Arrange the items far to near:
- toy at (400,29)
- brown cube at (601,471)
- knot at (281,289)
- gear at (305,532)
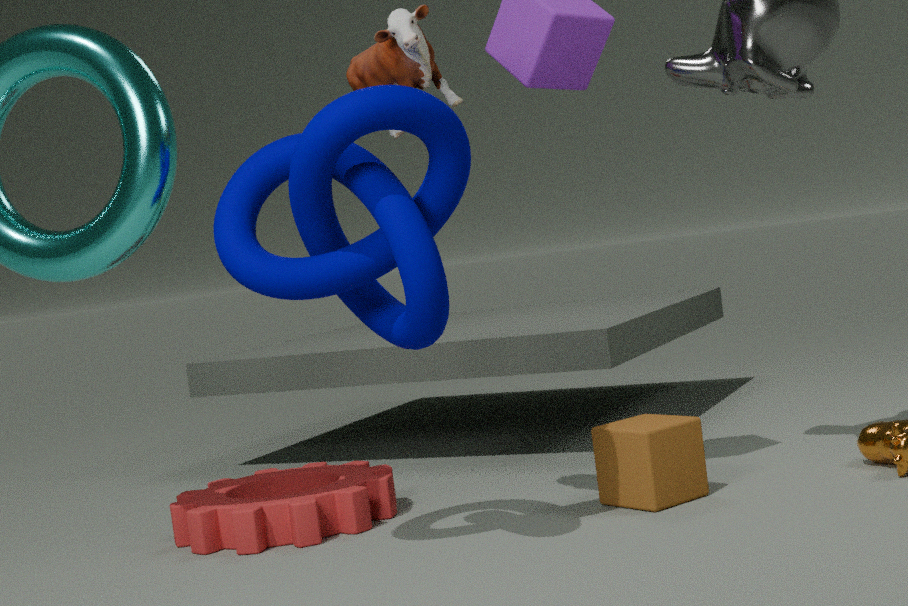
gear at (305,532), brown cube at (601,471), toy at (400,29), knot at (281,289)
